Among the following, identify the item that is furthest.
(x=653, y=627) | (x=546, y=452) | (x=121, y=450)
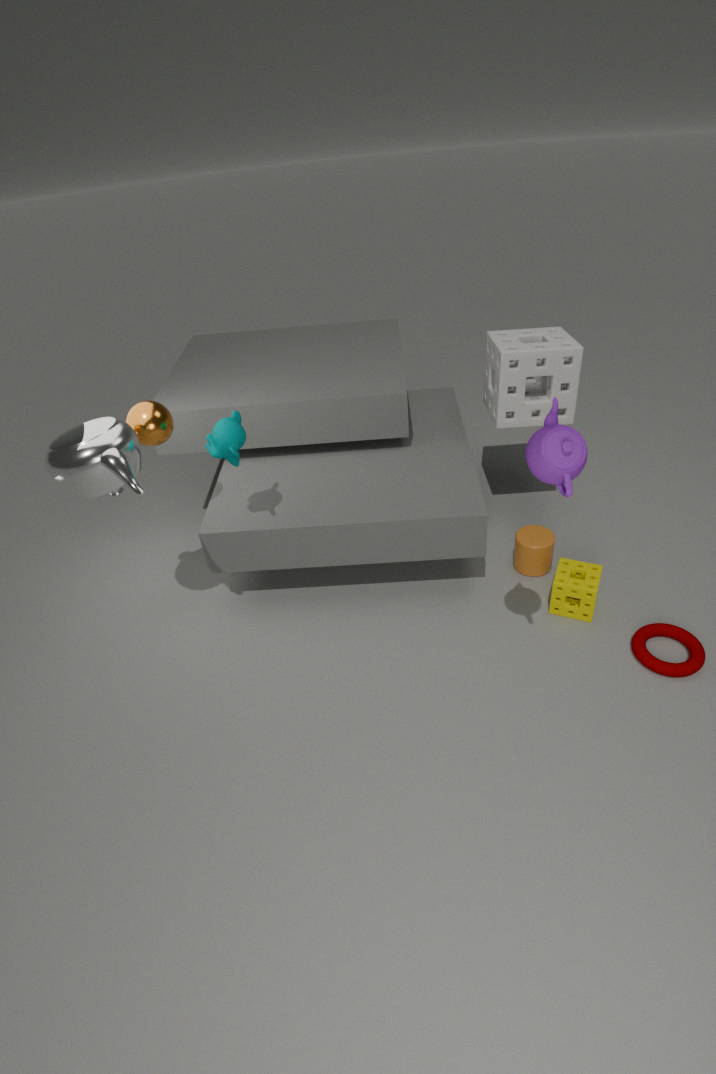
(x=653, y=627)
